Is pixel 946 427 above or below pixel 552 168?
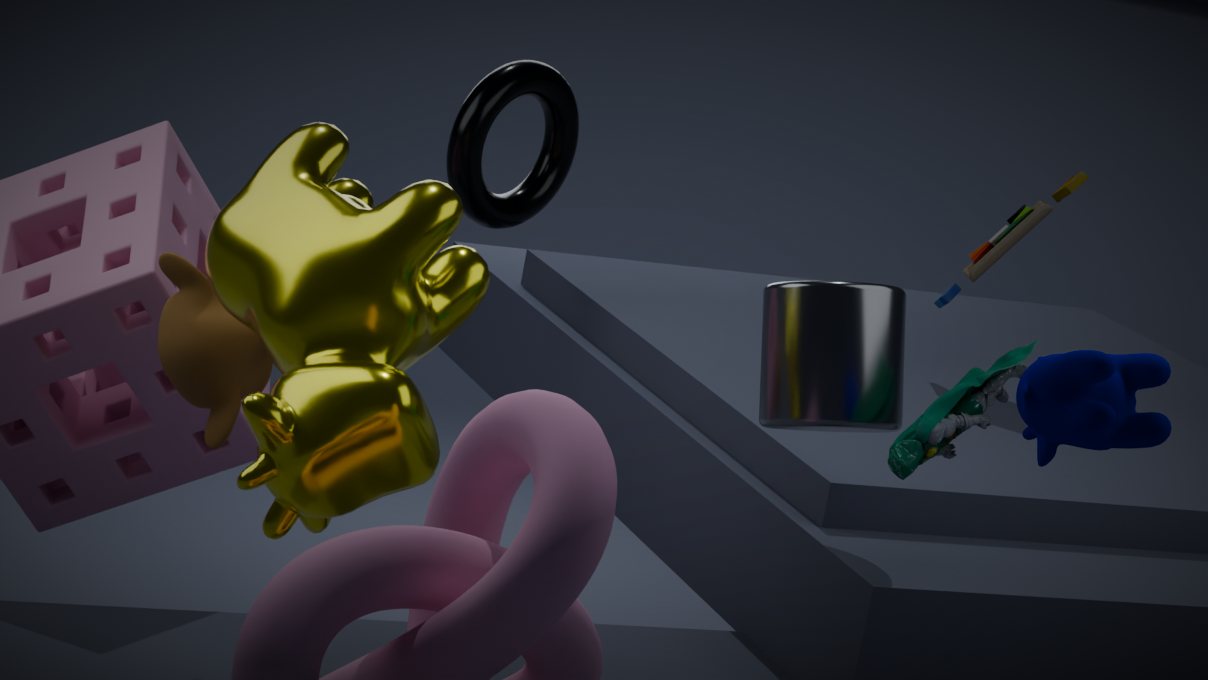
below
